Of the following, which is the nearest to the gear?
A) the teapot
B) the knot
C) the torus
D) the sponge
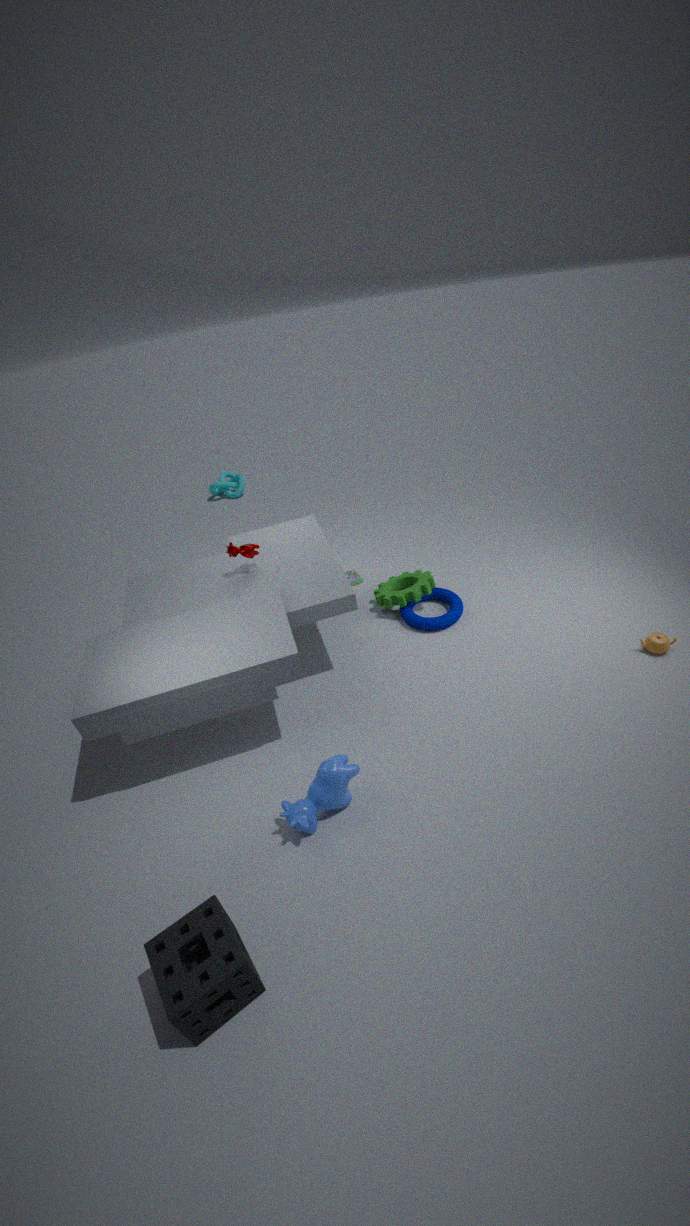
the torus
